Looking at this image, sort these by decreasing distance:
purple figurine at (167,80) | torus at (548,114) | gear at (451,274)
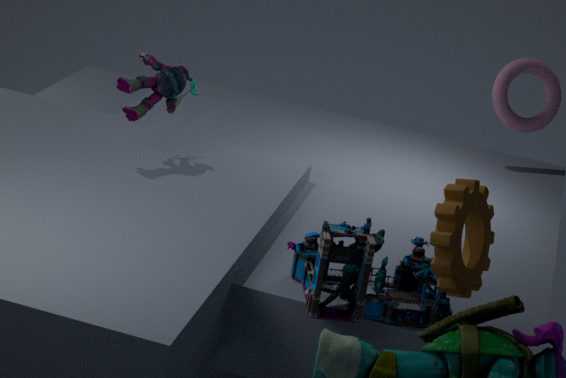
1. torus at (548,114)
2. purple figurine at (167,80)
3. gear at (451,274)
